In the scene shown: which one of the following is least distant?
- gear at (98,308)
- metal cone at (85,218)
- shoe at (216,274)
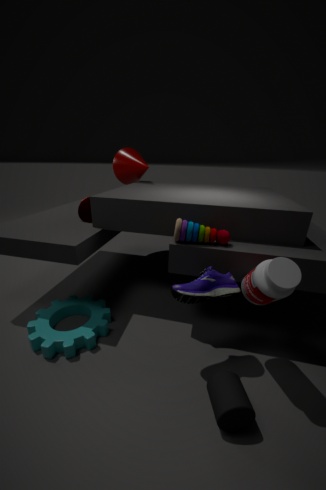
shoe at (216,274)
